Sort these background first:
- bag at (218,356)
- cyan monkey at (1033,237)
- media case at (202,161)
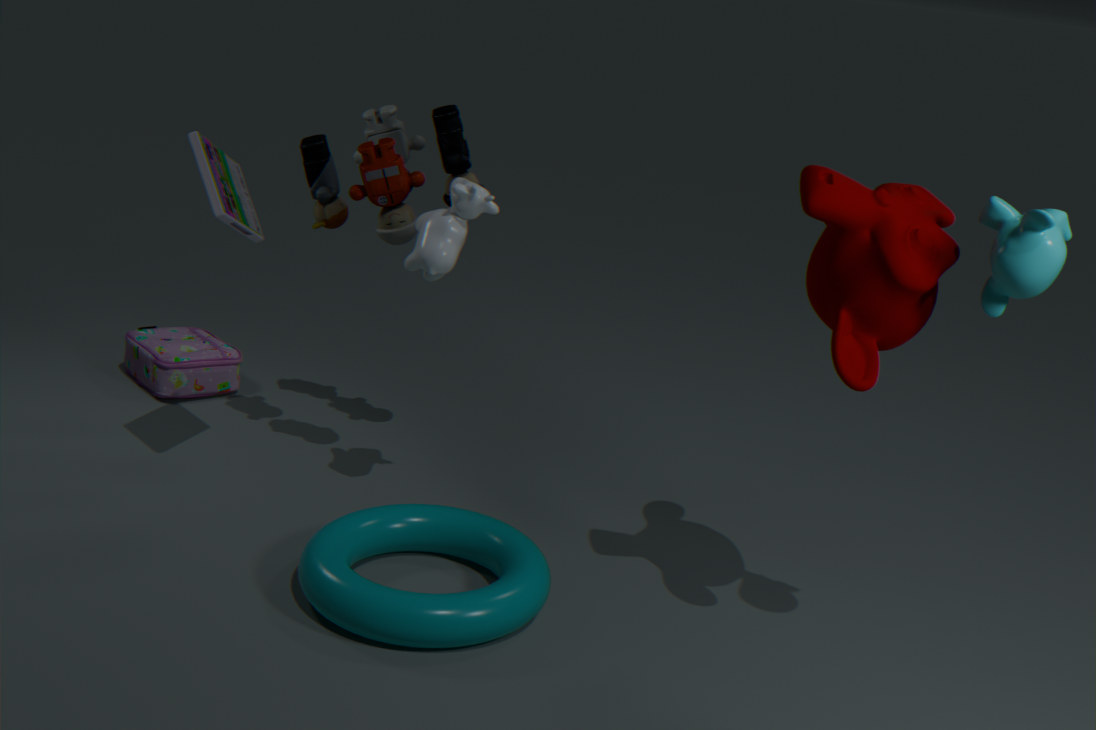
bag at (218,356) < media case at (202,161) < cyan monkey at (1033,237)
